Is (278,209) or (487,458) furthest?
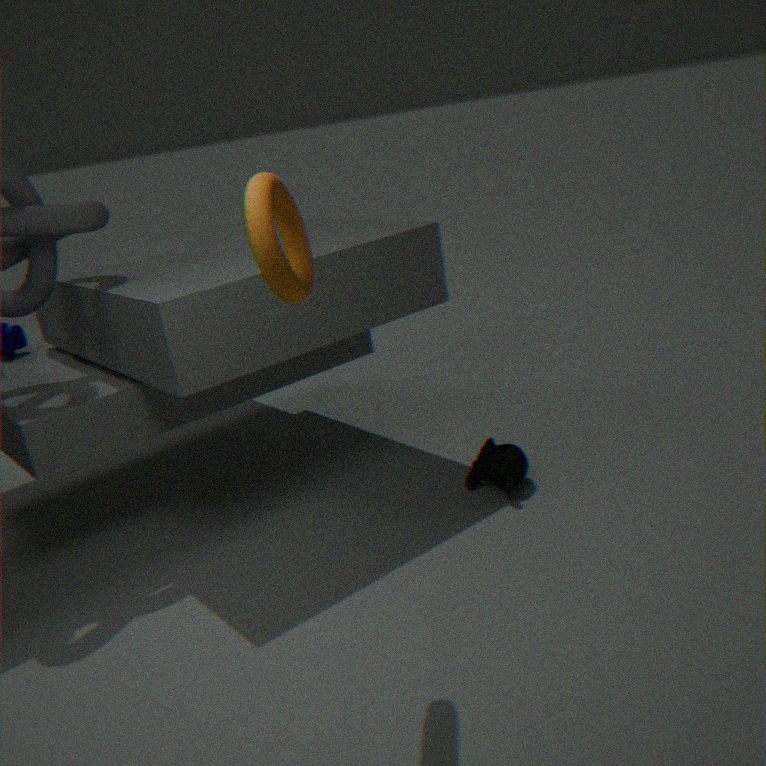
(487,458)
